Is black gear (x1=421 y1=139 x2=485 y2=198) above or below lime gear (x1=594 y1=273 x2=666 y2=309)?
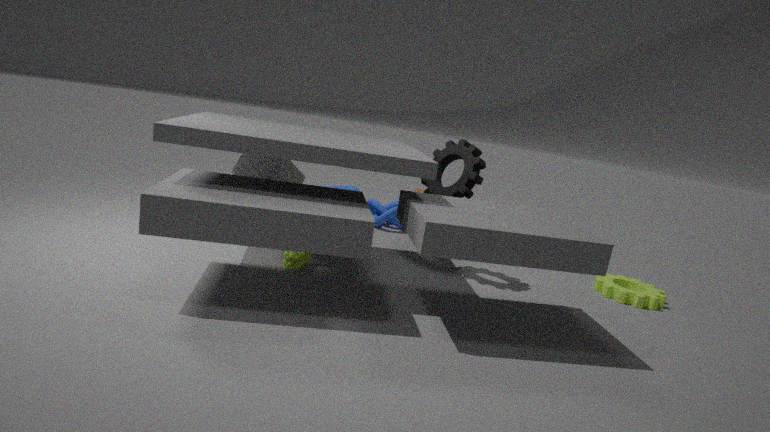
above
